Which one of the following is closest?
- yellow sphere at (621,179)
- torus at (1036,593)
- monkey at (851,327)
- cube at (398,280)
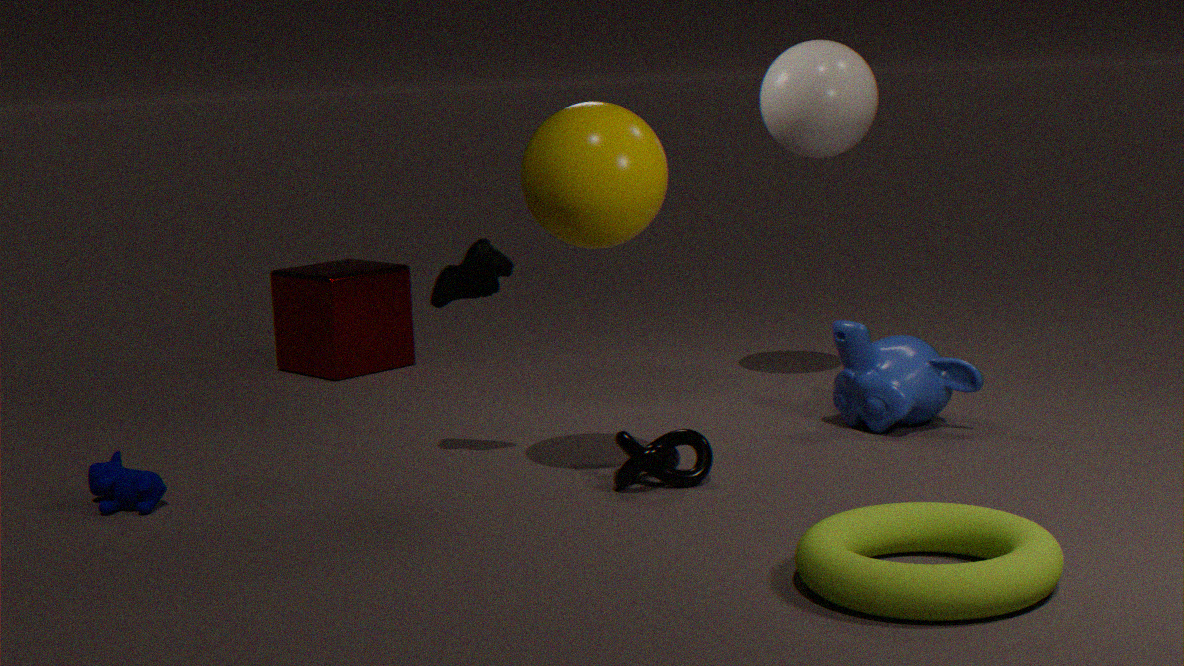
torus at (1036,593)
